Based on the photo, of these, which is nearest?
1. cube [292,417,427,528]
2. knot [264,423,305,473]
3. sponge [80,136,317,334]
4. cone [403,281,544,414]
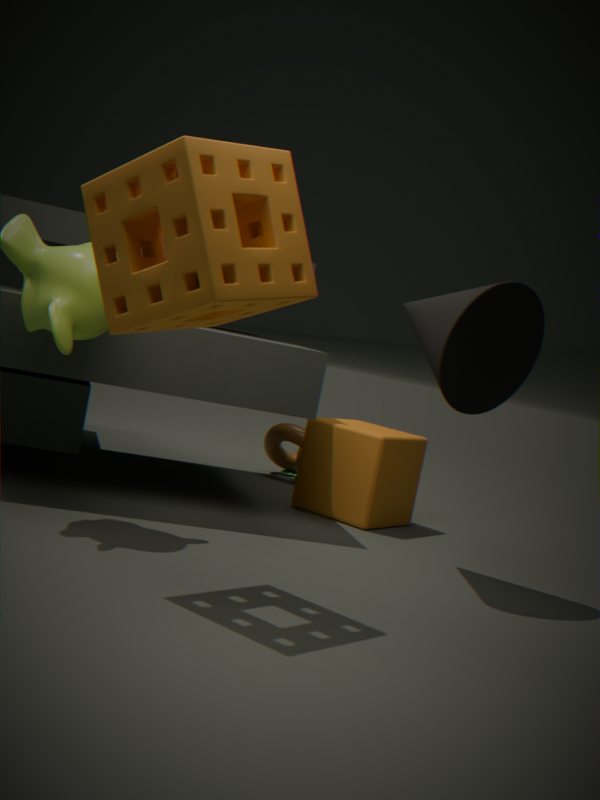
sponge [80,136,317,334]
